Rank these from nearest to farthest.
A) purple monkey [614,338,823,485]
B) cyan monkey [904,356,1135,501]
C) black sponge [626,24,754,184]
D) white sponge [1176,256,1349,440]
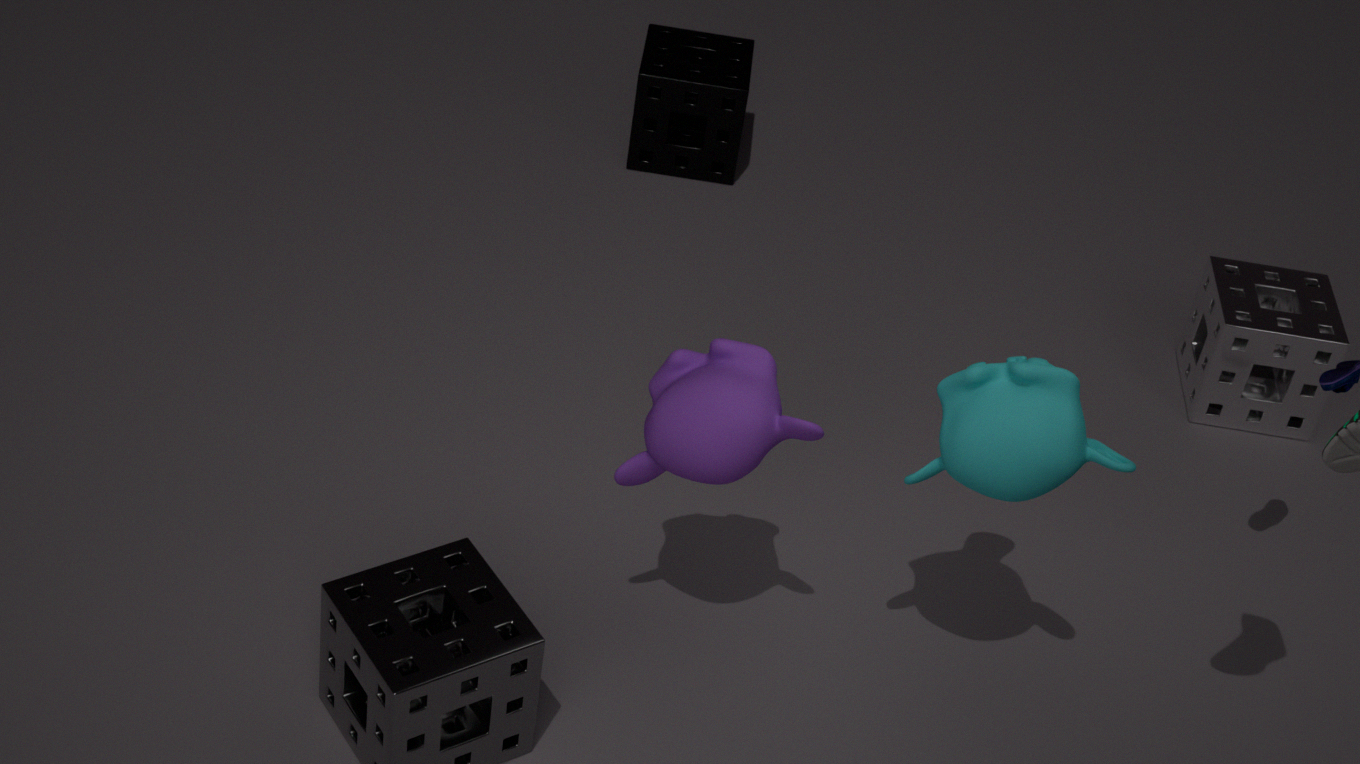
cyan monkey [904,356,1135,501] < purple monkey [614,338,823,485] < white sponge [1176,256,1349,440] < black sponge [626,24,754,184]
